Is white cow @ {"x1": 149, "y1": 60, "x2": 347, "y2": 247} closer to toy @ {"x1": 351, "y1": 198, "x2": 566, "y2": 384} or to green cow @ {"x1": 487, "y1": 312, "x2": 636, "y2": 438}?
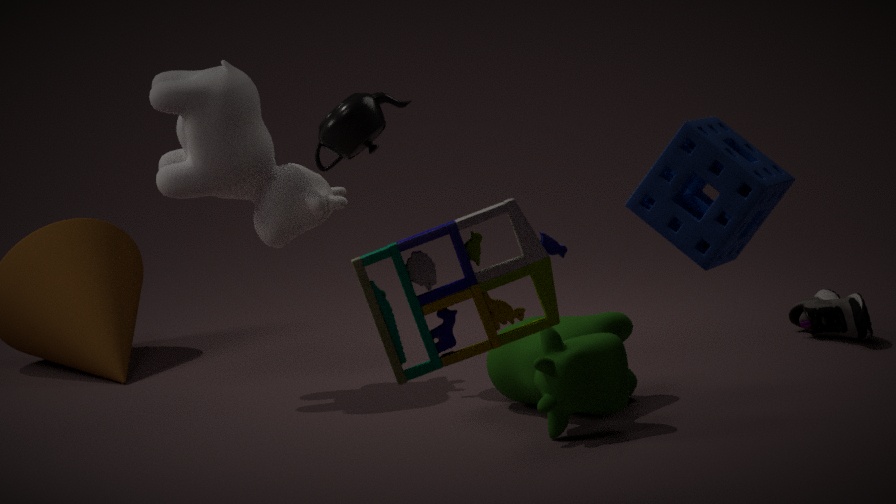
green cow @ {"x1": 487, "y1": 312, "x2": 636, "y2": 438}
